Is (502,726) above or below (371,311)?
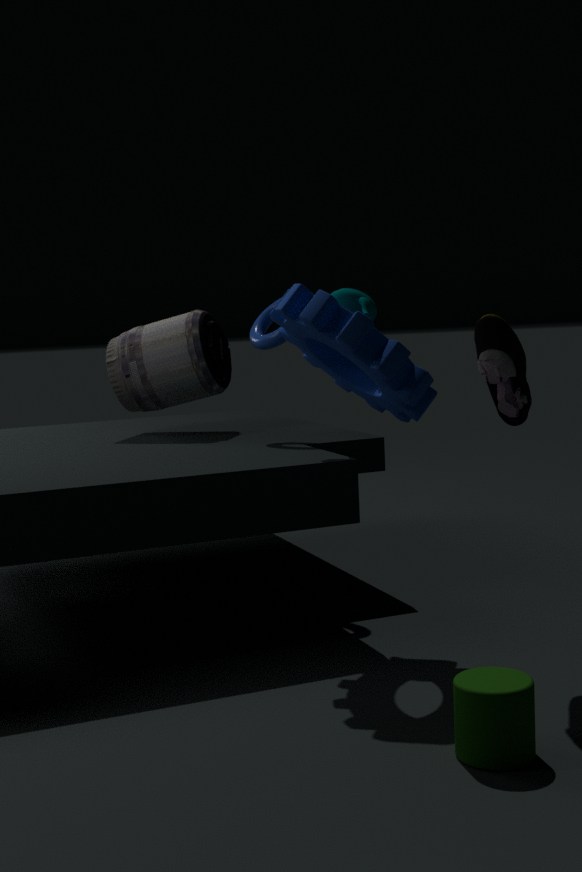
below
